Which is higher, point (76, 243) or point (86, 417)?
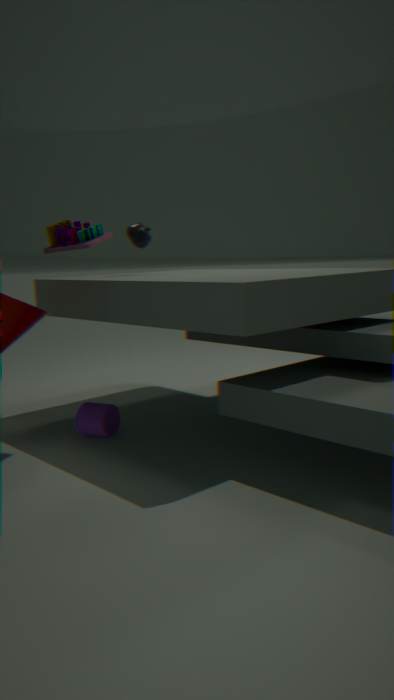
point (76, 243)
